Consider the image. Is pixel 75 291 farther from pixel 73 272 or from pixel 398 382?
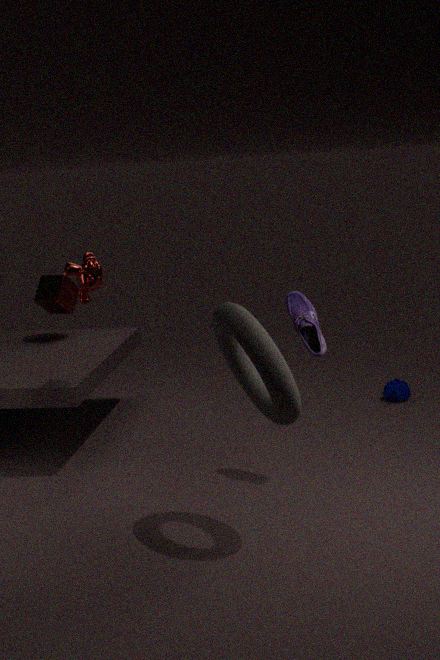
pixel 398 382
